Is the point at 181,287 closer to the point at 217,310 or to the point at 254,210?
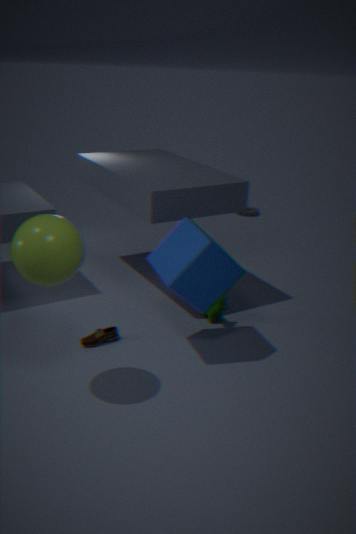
the point at 217,310
